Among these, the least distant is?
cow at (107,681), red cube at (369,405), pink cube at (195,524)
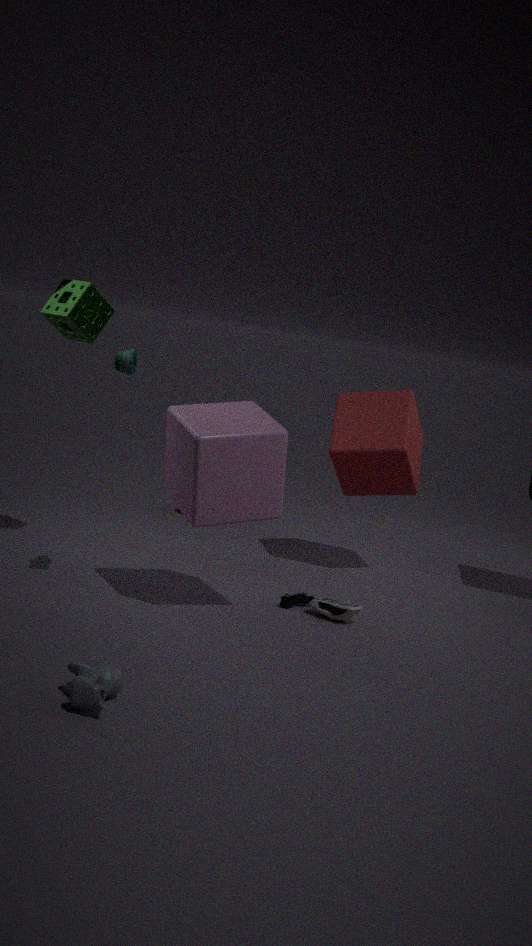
cow at (107,681)
